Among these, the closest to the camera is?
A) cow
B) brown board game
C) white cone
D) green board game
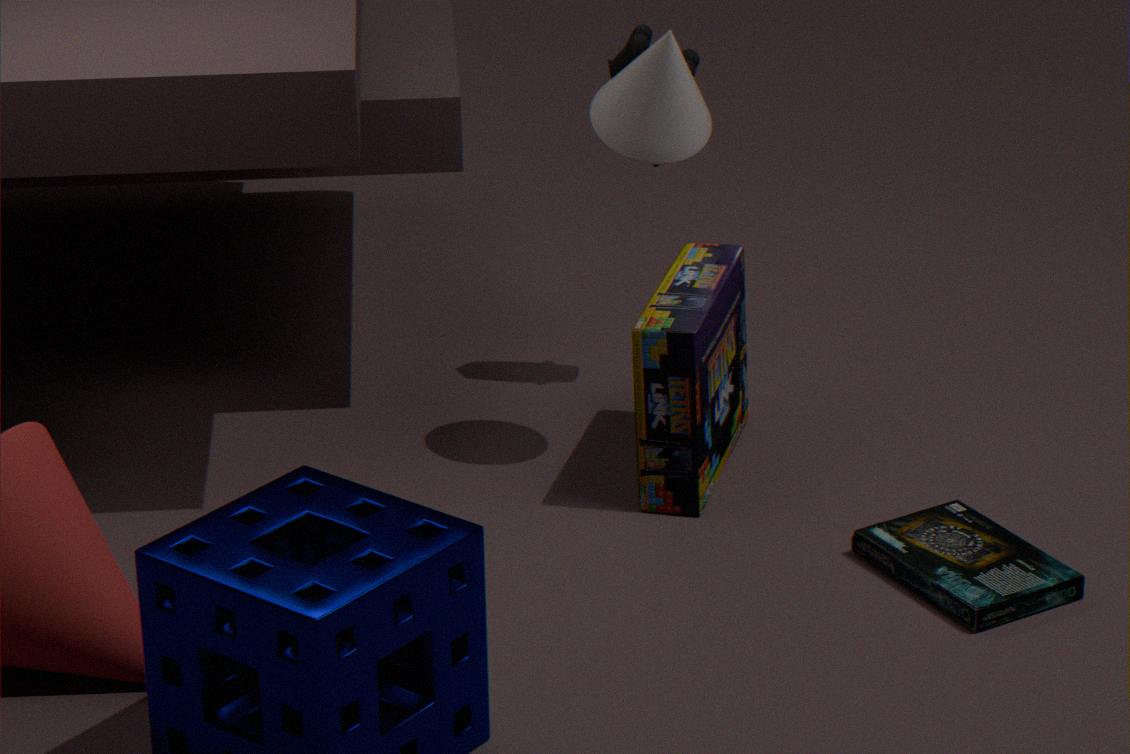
green board game
